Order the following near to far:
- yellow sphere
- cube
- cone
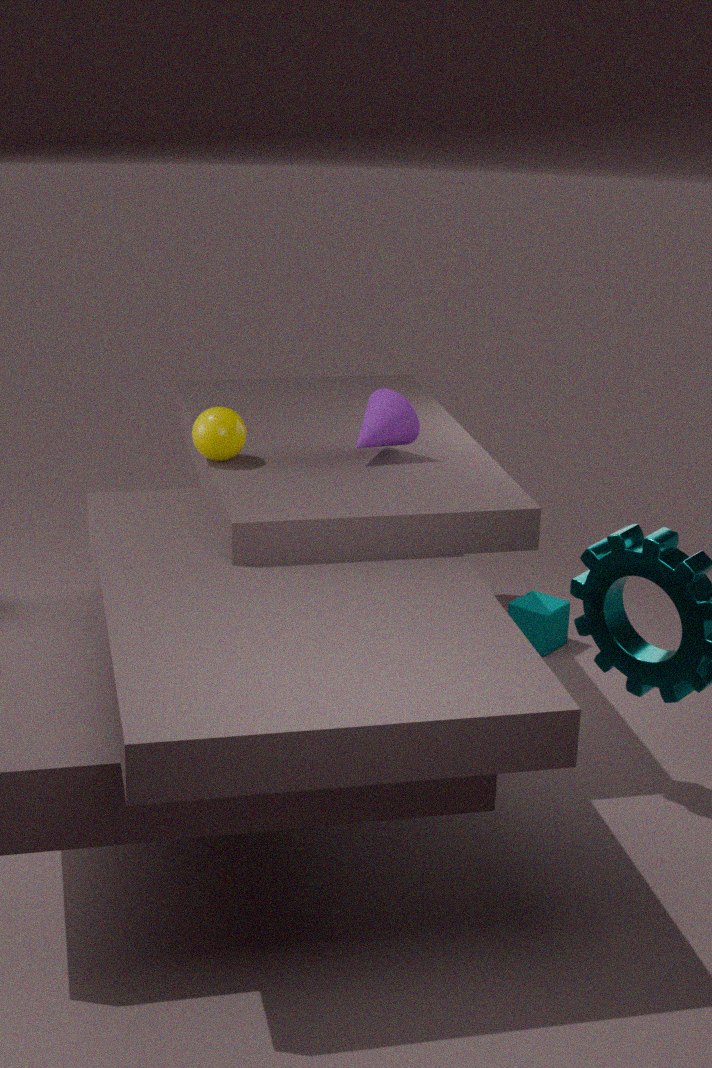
yellow sphere, cone, cube
